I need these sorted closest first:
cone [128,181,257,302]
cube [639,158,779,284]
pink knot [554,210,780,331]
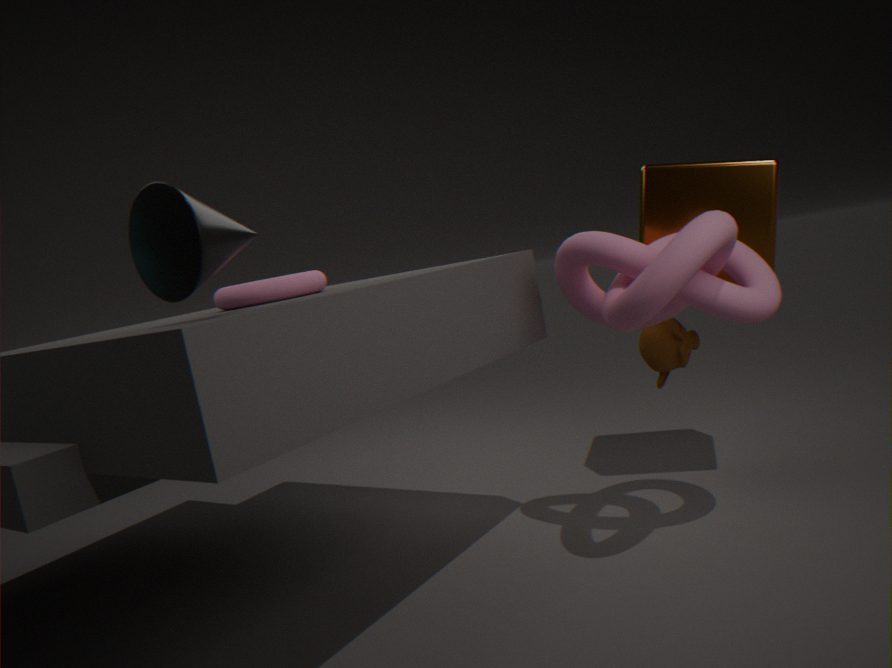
cone [128,181,257,302], pink knot [554,210,780,331], cube [639,158,779,284]
